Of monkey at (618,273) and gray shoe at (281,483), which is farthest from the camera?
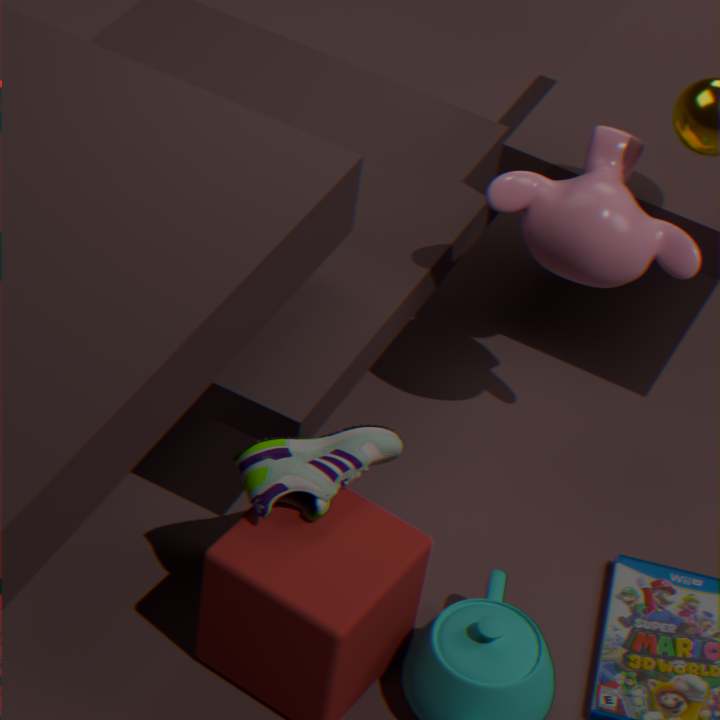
monkey at (618,273)
